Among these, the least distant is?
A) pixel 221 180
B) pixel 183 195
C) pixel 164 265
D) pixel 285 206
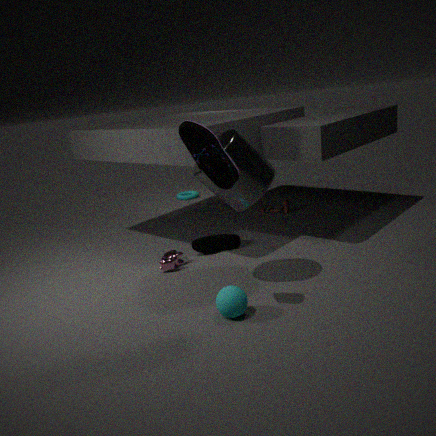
pixel 221 180
